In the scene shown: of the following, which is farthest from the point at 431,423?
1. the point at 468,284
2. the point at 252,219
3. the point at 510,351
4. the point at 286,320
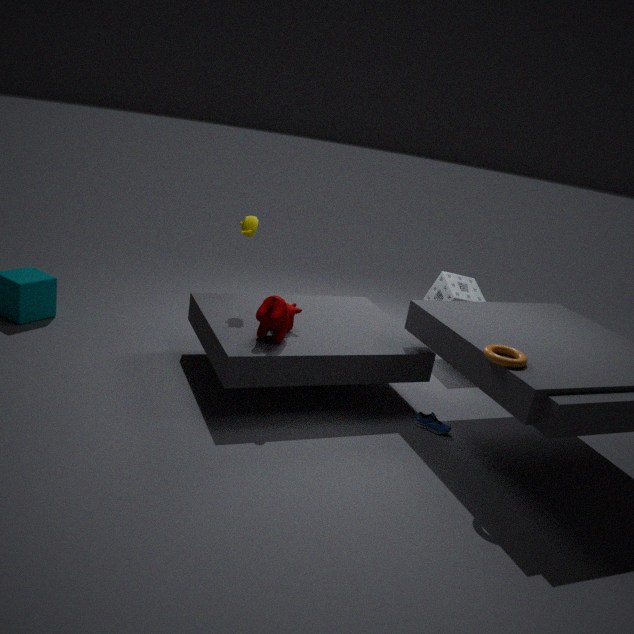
the point at 252,219
